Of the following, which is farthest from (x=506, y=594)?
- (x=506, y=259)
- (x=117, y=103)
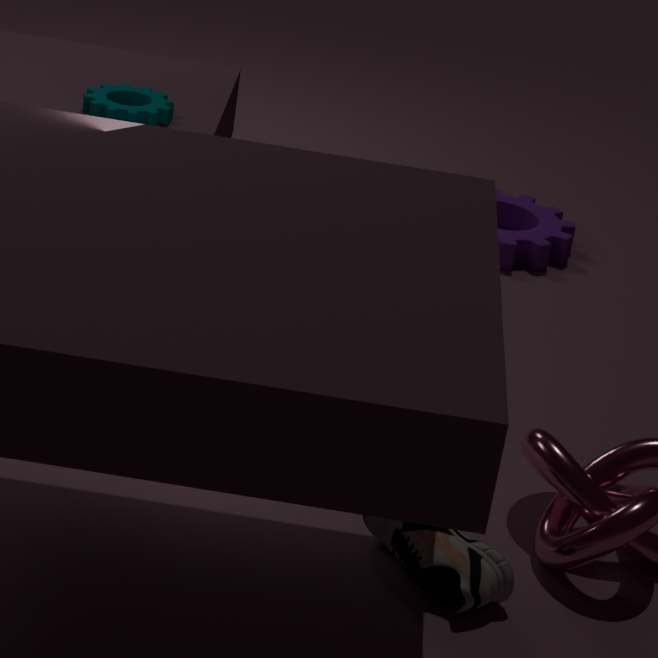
(x=506, y=259)
